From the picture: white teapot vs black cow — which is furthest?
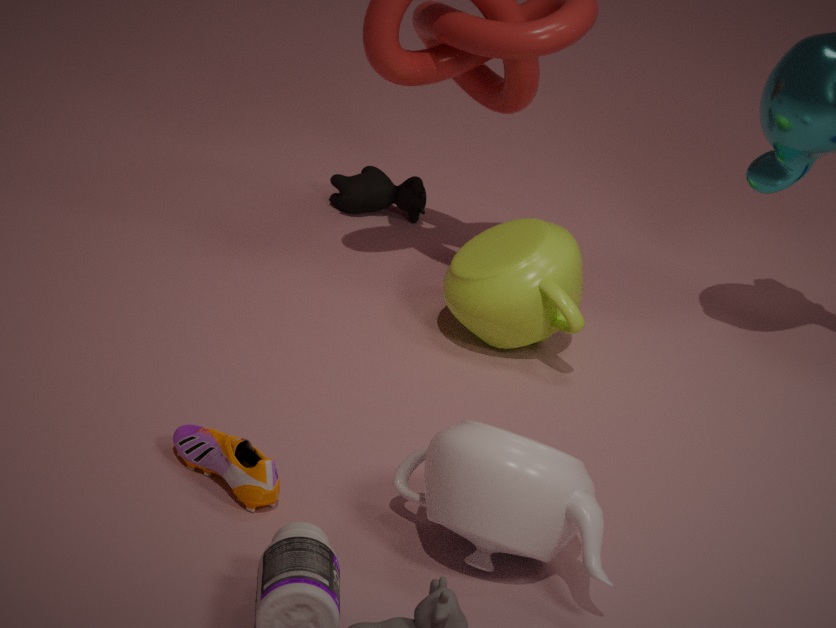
black cow
